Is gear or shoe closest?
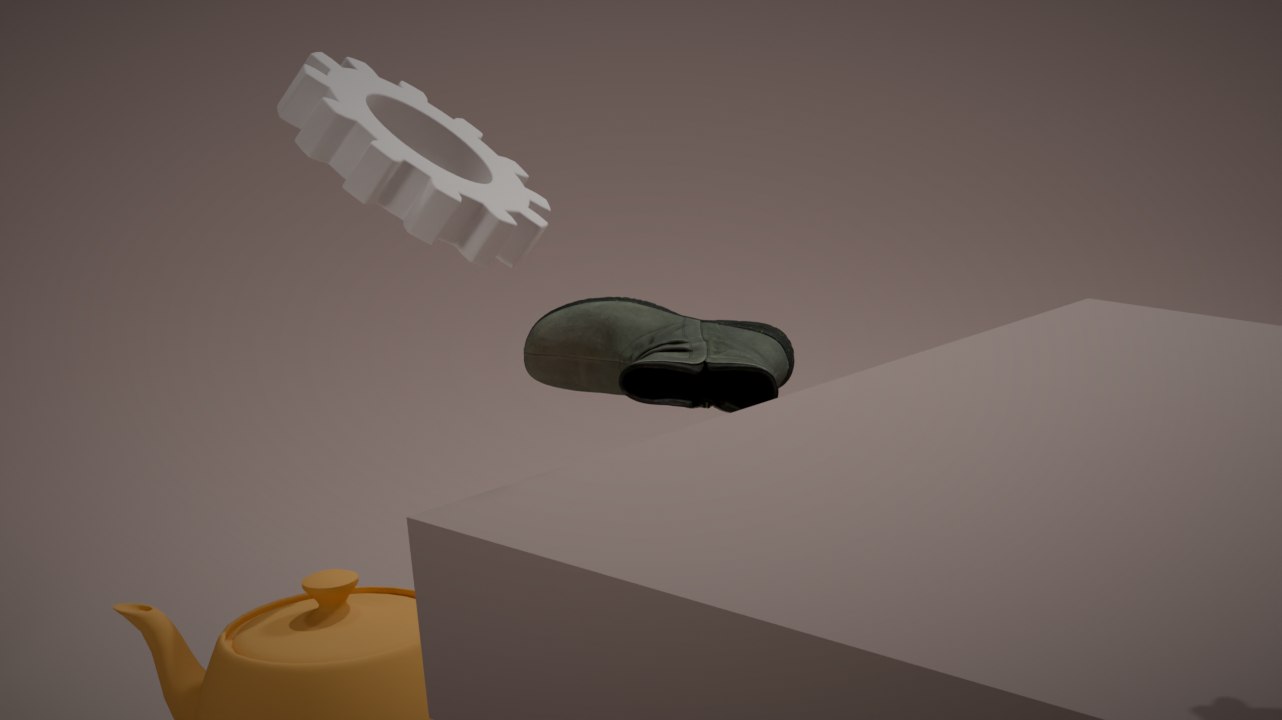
gear
